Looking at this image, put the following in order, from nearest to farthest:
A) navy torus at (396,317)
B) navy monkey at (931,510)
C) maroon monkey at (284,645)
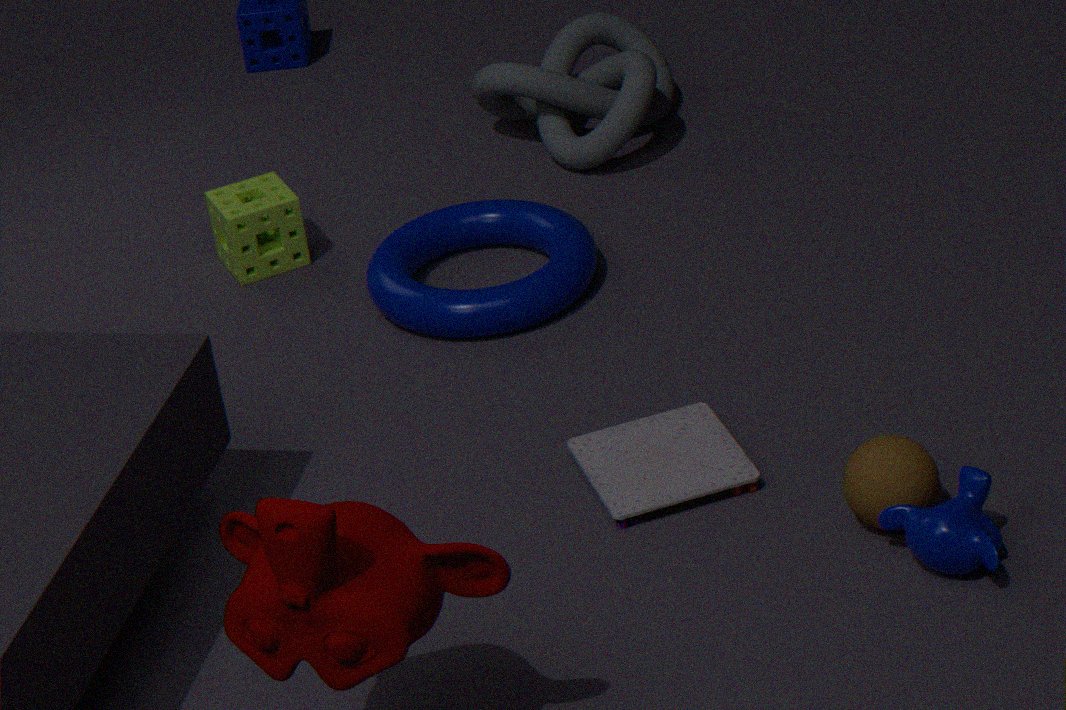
maroon monkey at (284,645)
navy monkey at (931,510)
navy torus at (396,317)
